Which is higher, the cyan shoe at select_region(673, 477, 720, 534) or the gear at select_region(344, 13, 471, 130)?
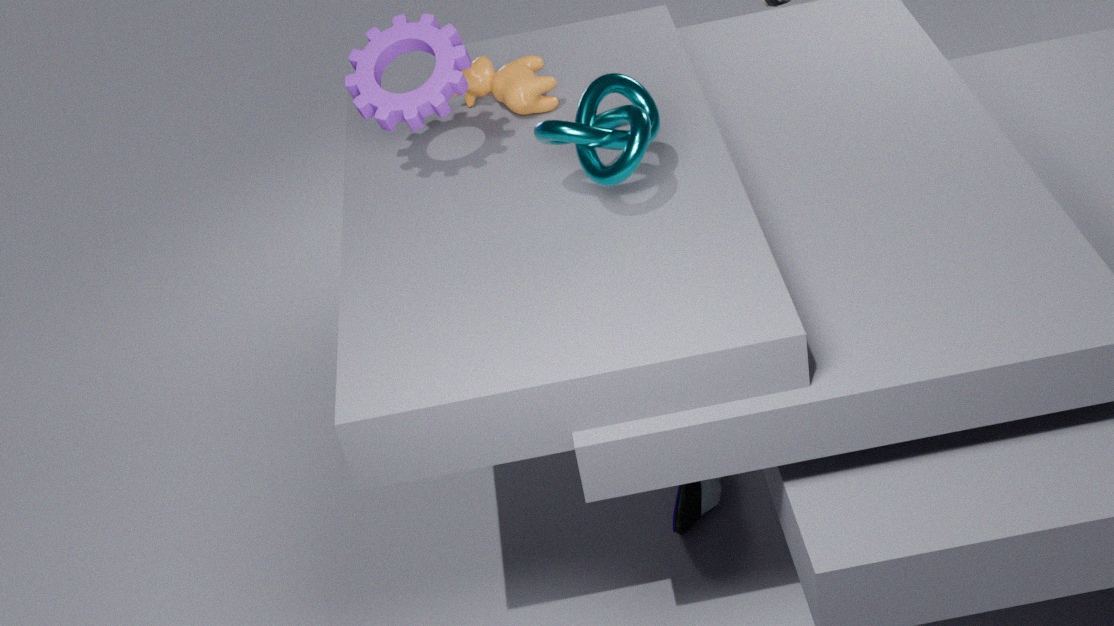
the gear at select_region(344, 13, 471, 130)
